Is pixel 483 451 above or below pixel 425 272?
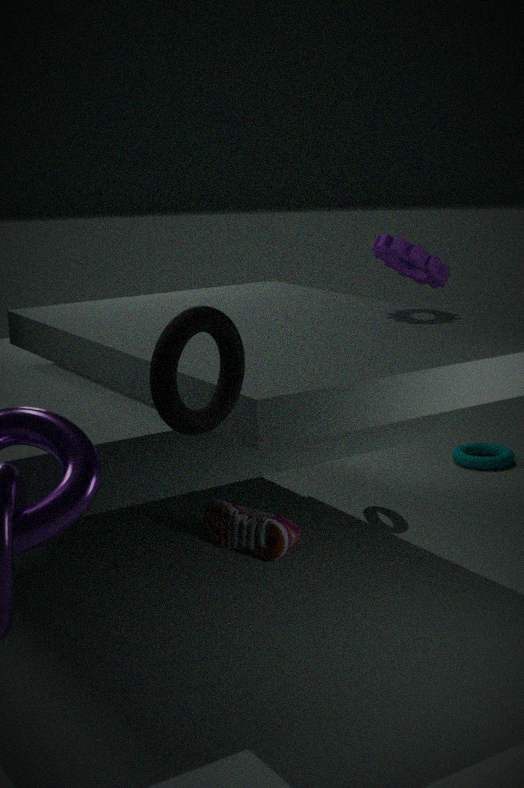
below
